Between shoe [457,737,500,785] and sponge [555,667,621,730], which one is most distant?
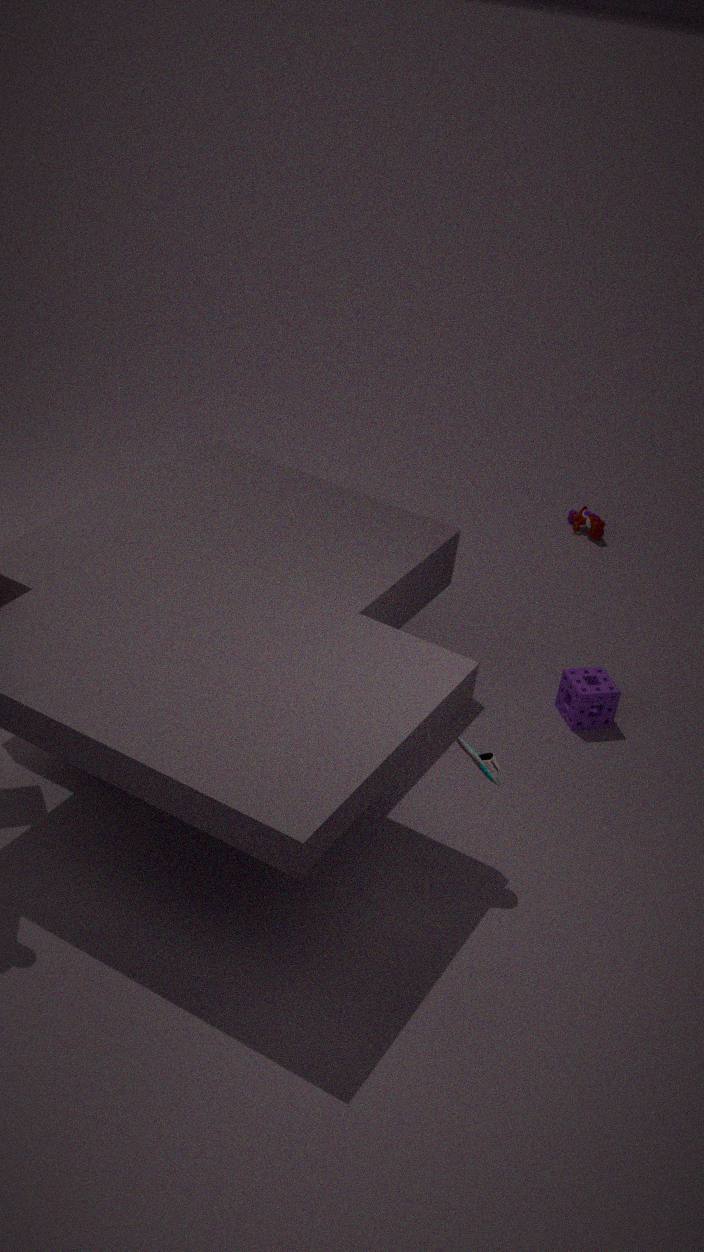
sponge [555,667,621,730]
